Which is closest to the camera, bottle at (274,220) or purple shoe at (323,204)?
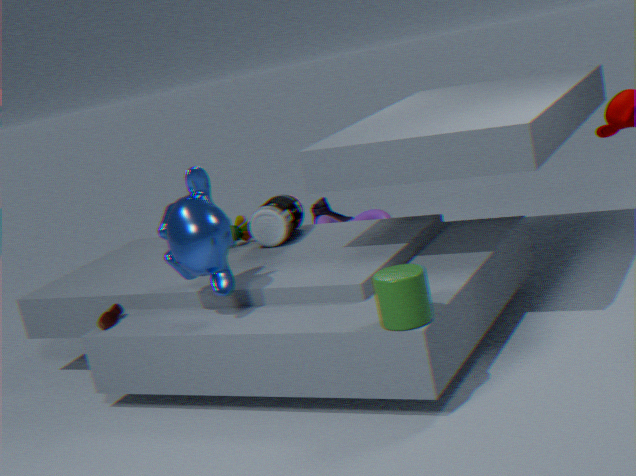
bottle at (274,220)
